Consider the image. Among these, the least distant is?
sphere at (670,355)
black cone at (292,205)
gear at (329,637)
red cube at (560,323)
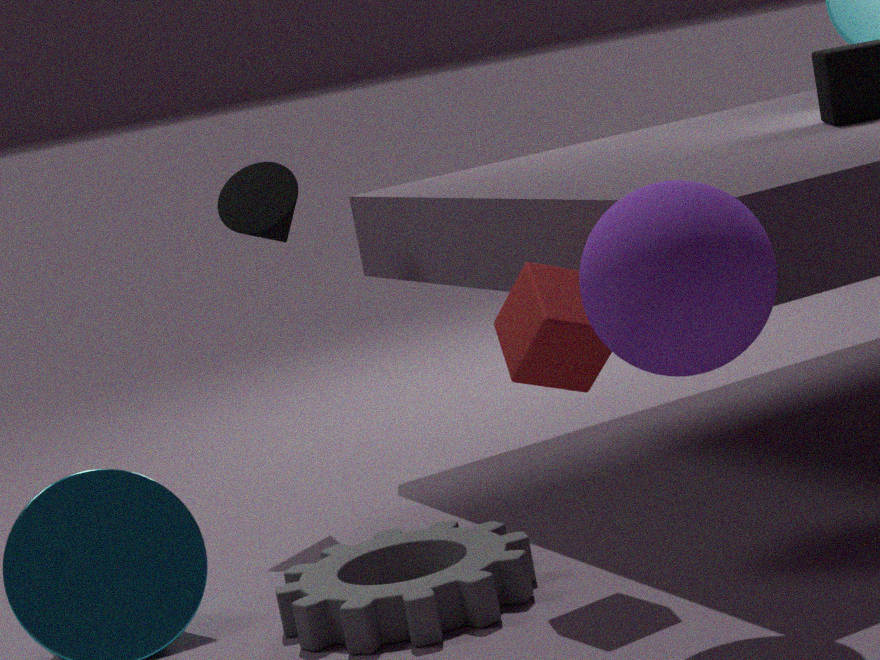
sphere at (670,355)
